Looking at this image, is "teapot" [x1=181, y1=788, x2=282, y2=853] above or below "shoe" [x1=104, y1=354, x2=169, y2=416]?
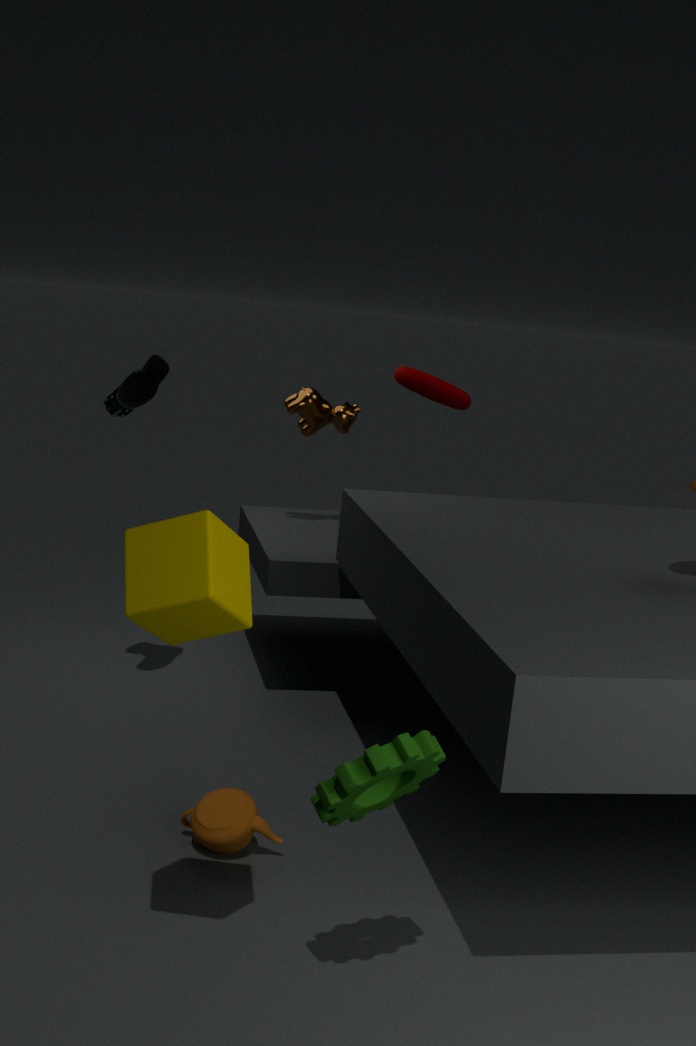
below
